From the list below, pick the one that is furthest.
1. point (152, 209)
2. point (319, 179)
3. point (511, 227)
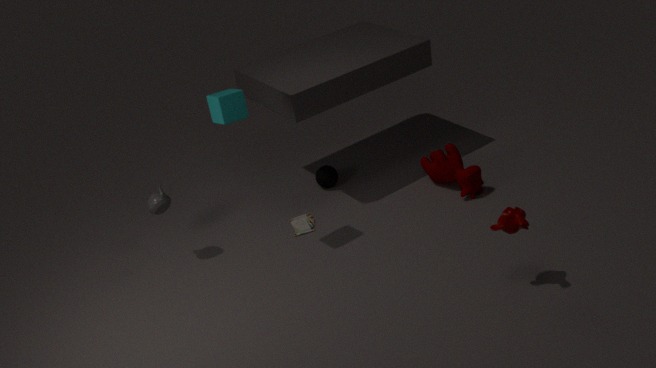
point (319, 179)
